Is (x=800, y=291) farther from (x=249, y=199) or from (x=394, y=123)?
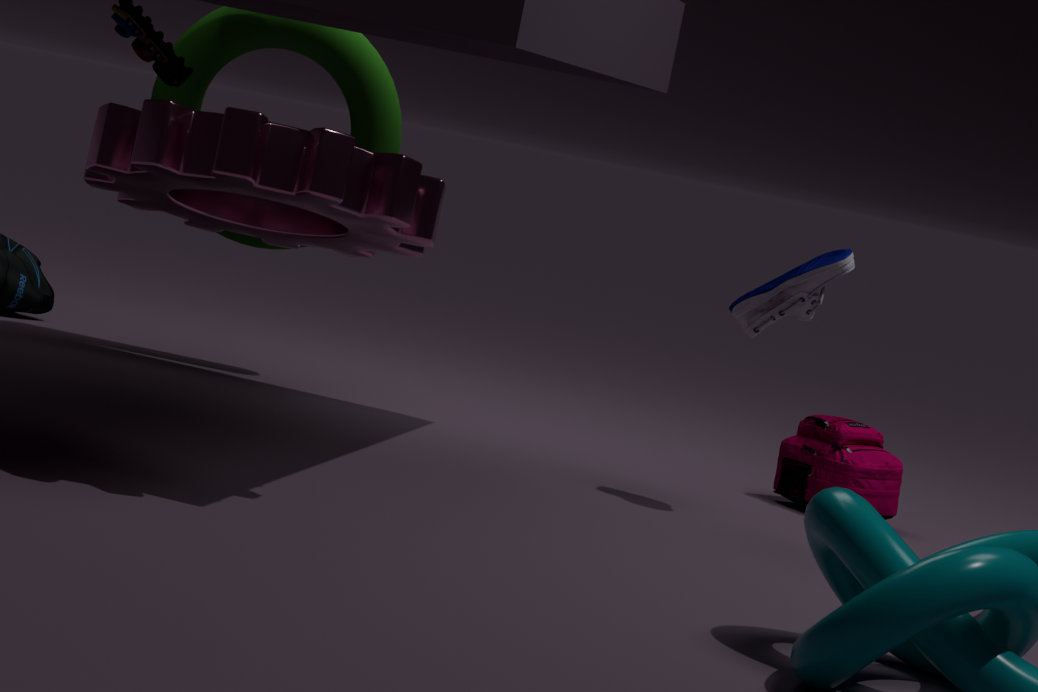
(x=394, y=123)
